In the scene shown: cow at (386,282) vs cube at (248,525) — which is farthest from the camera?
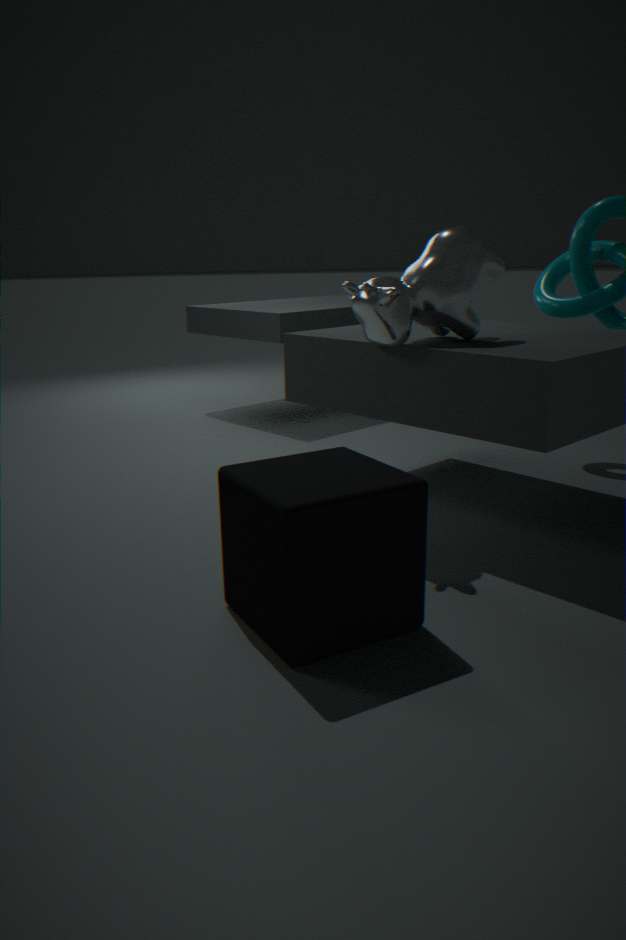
cow at (386,282)
